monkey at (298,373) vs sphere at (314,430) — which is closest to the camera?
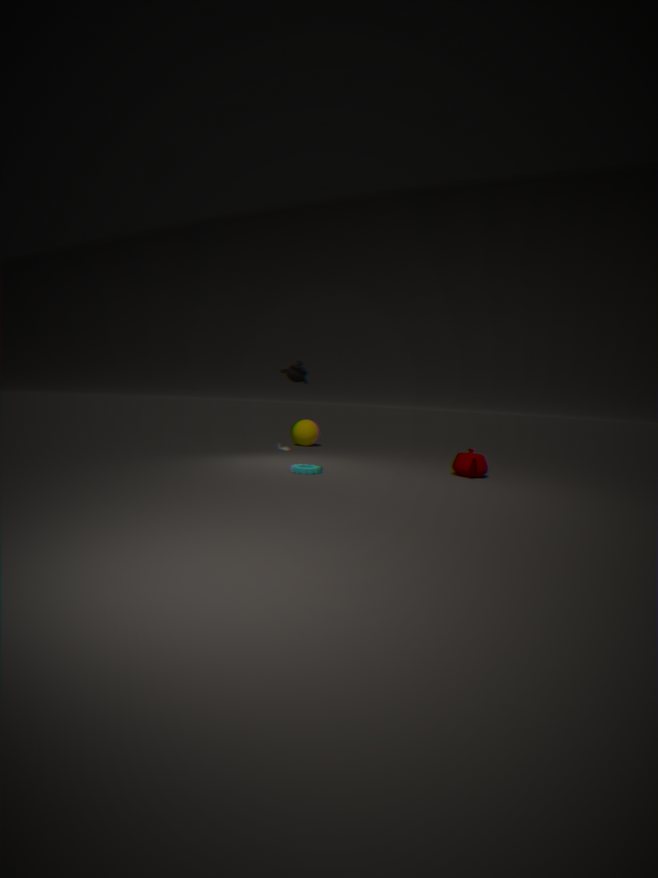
monkey at (298,373)
